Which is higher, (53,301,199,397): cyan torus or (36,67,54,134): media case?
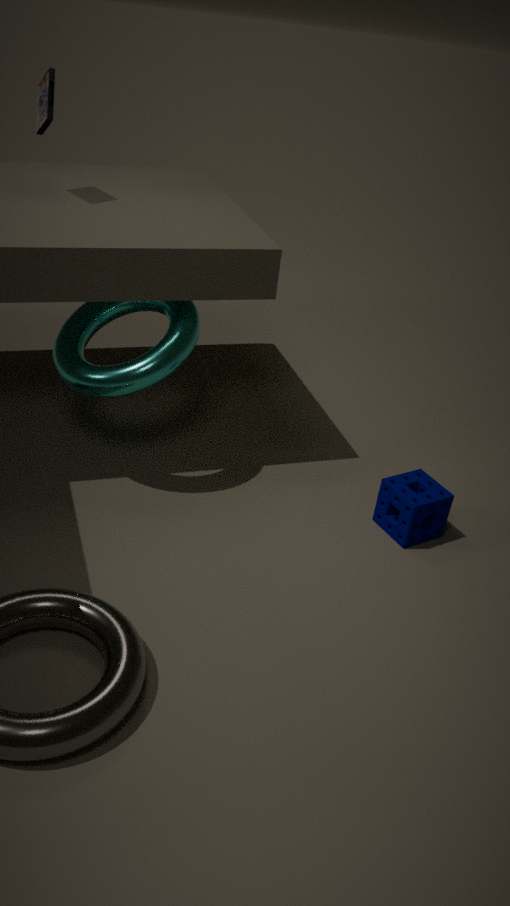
(36,67,54,134): media case
